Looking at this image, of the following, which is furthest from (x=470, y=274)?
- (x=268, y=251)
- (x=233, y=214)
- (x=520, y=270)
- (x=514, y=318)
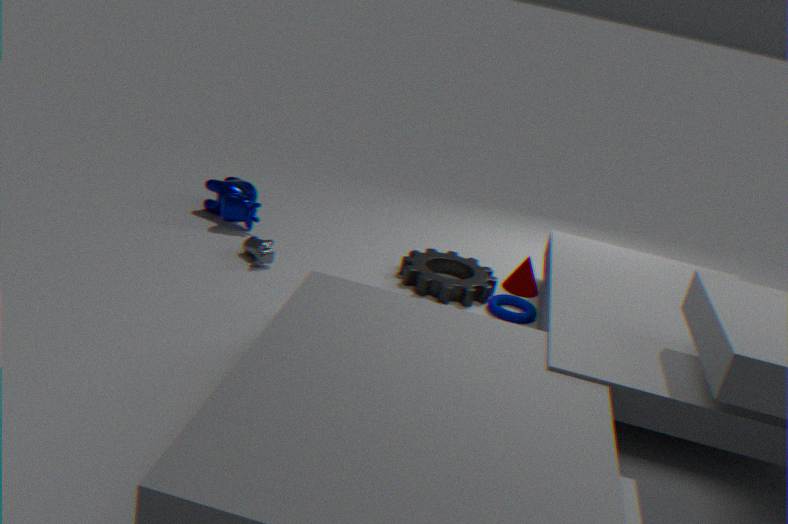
(x=233, y=214)
